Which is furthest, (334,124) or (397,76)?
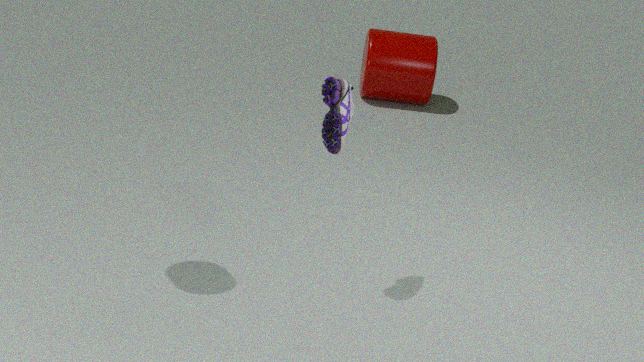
(397,76)
